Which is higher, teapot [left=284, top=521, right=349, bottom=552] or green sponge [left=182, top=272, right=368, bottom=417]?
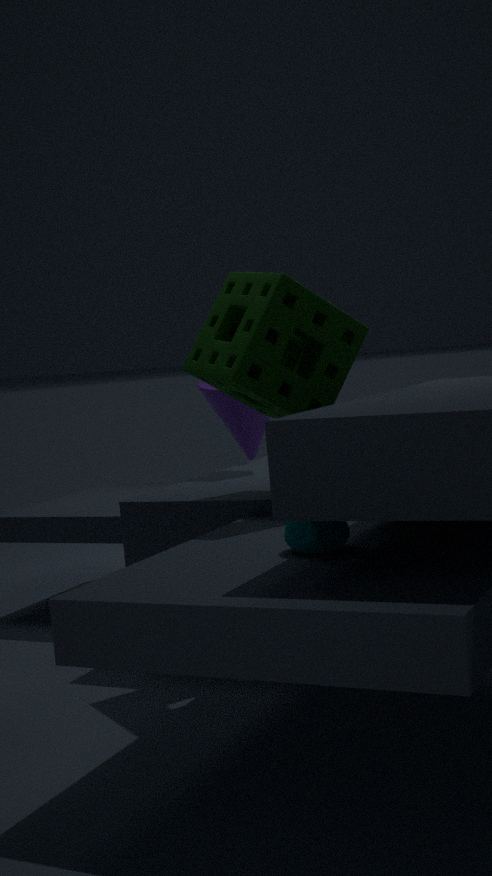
green sponge [left=182, top=272, right=368, bottom=417]
